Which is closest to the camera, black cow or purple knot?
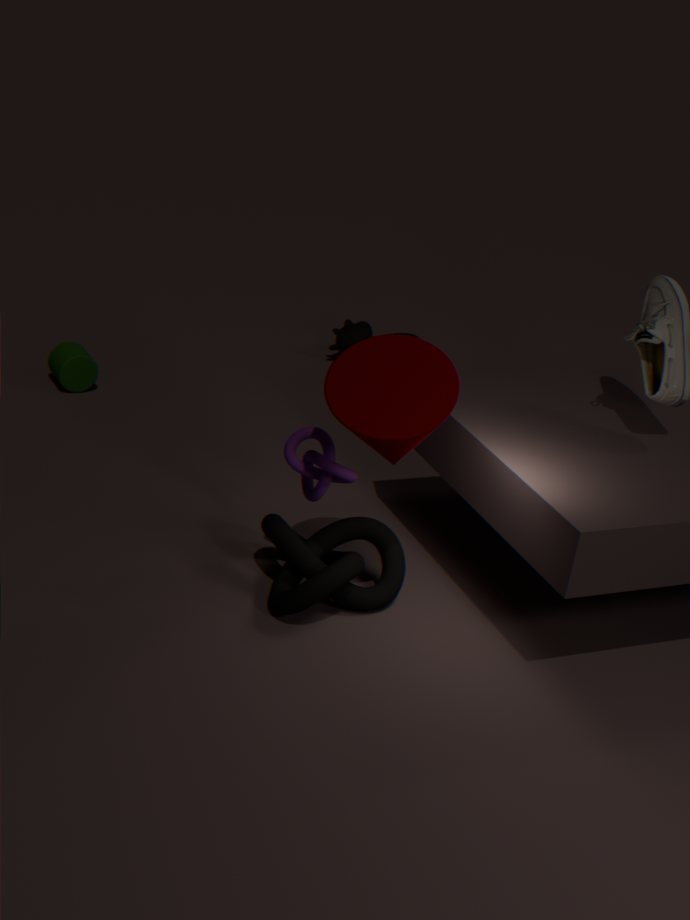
purple knot
